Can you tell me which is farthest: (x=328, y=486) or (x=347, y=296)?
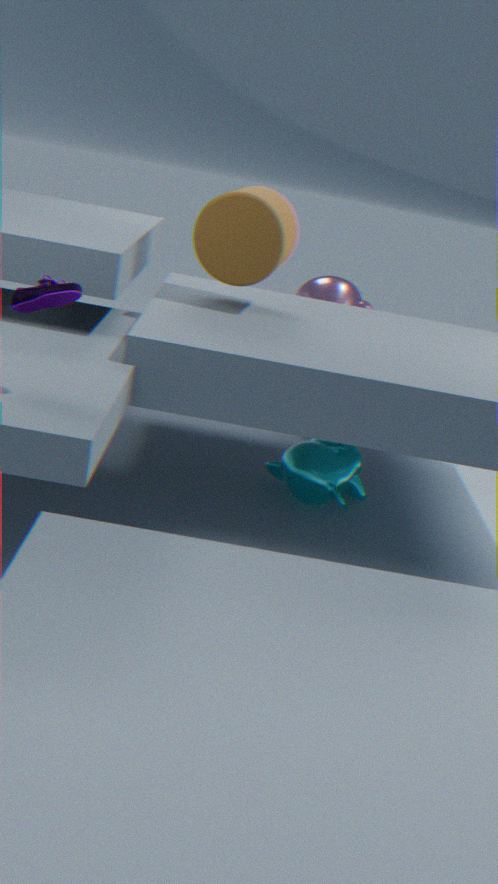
(x=347, y=296)
